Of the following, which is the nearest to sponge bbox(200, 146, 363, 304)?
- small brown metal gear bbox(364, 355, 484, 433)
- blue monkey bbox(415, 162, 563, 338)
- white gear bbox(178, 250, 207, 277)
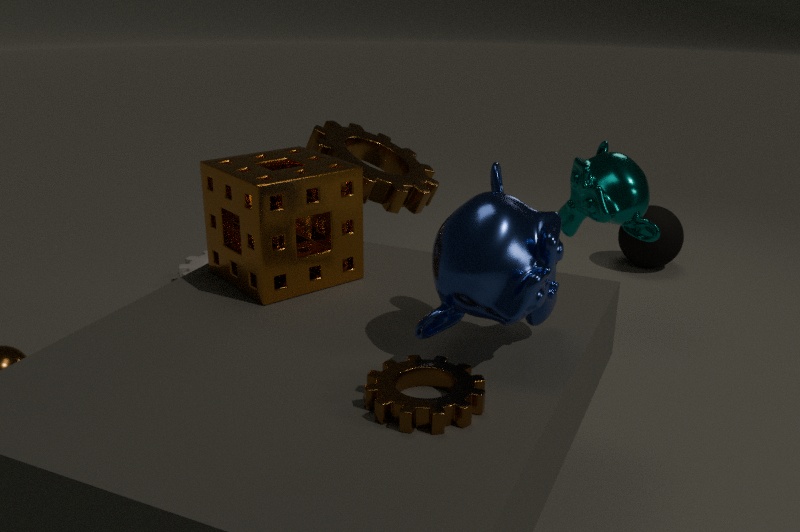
blue monkey bbox(415, 162, 563, 338)
